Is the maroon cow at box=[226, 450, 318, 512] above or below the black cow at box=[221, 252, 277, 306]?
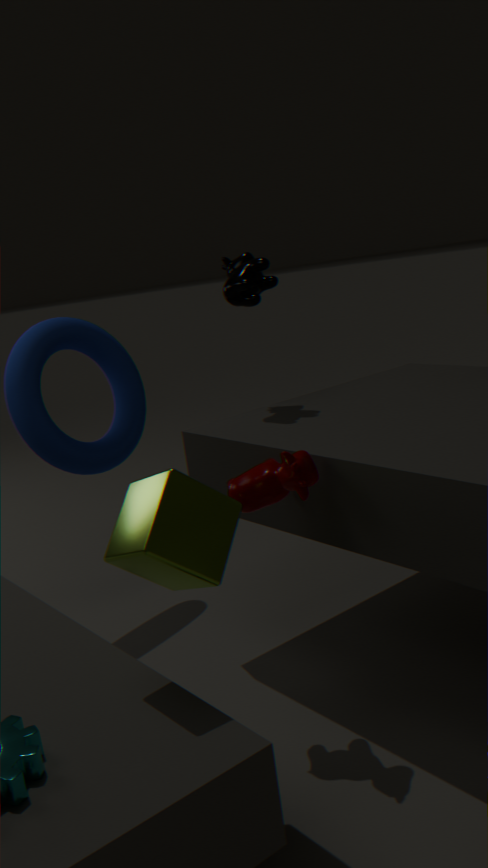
below
